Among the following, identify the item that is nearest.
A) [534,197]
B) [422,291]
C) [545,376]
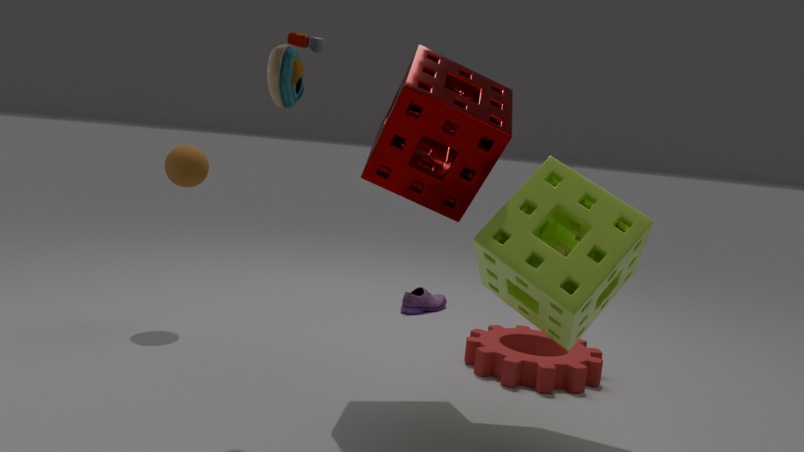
[534,197]
